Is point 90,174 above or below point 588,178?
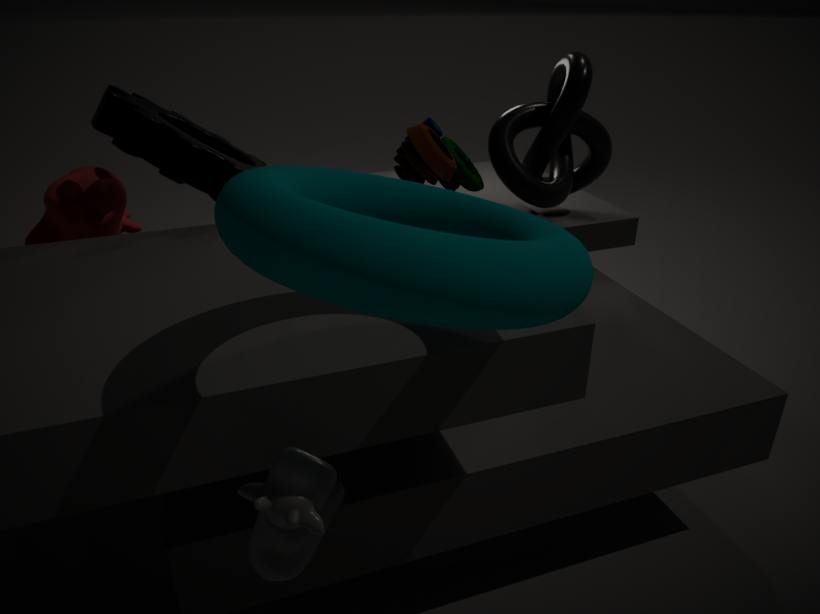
below
